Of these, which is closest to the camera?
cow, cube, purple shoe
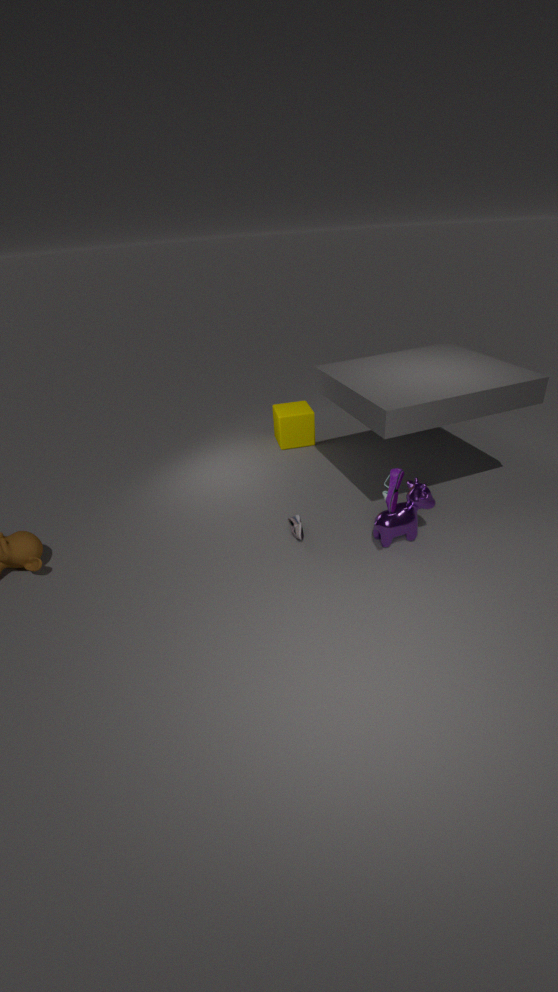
purple shoe
